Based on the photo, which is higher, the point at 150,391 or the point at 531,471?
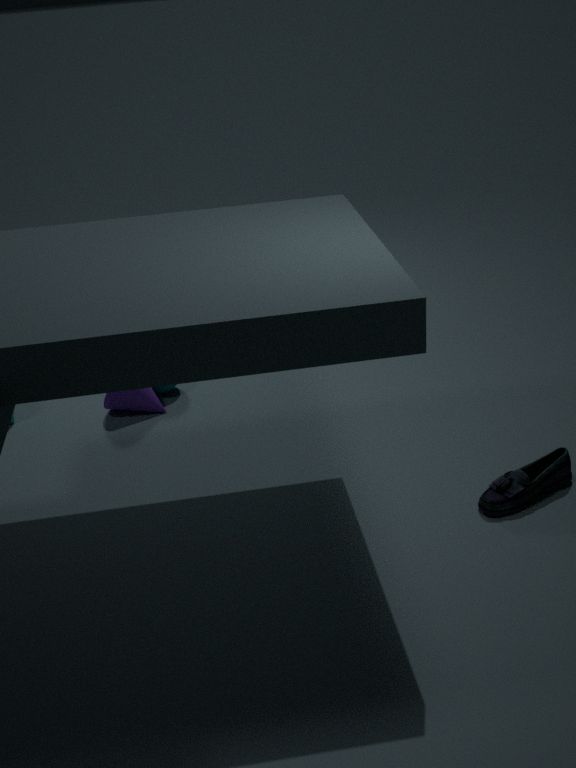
the point at 150,391
